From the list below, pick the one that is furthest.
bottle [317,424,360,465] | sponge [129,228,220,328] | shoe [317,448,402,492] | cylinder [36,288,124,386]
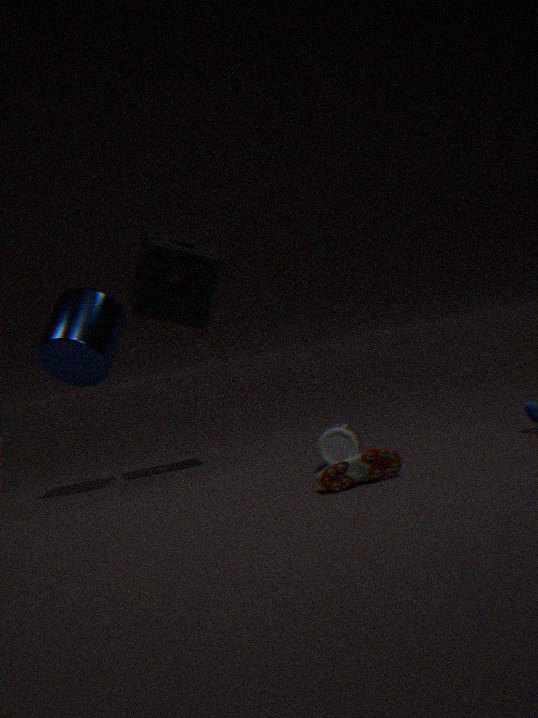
sponge [129,228,220,328]
